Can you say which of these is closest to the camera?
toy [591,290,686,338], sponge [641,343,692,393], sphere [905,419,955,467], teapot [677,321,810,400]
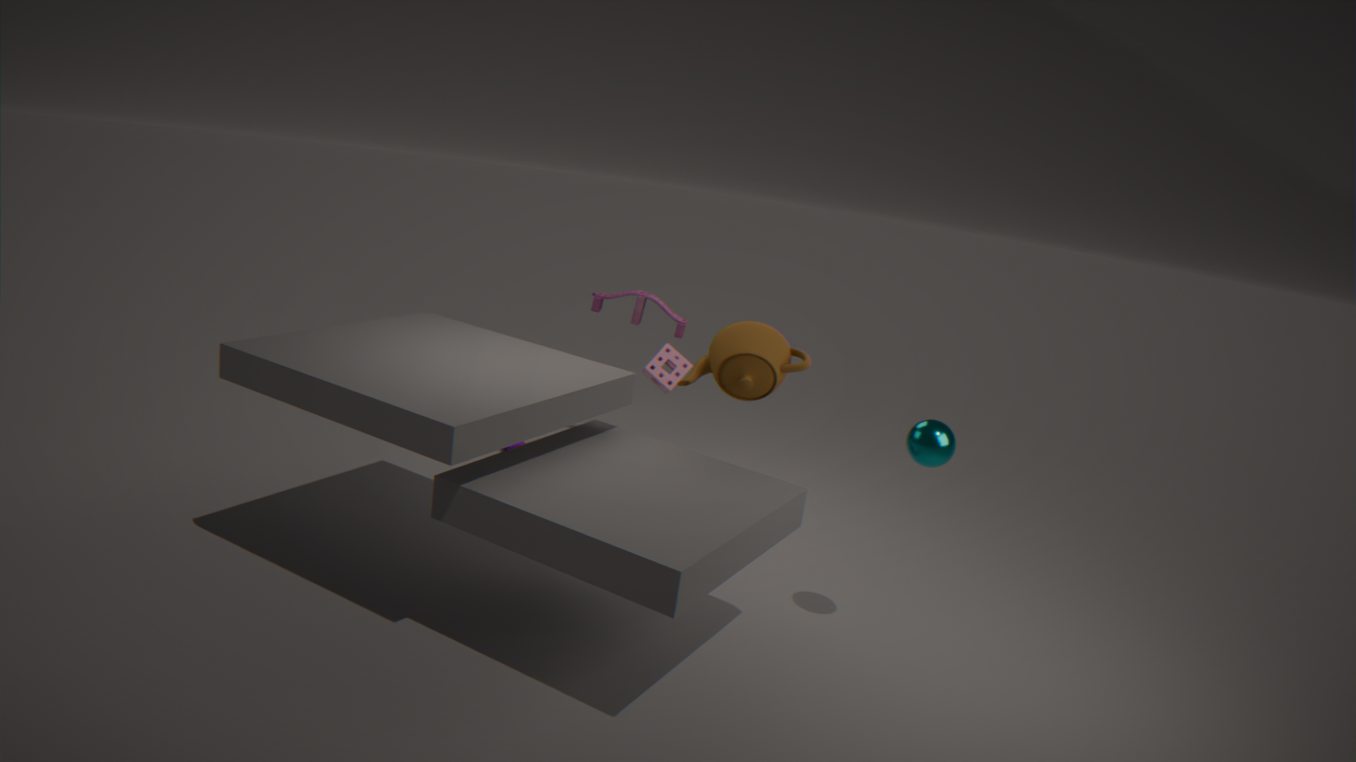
sphere [905,419,955,467]
